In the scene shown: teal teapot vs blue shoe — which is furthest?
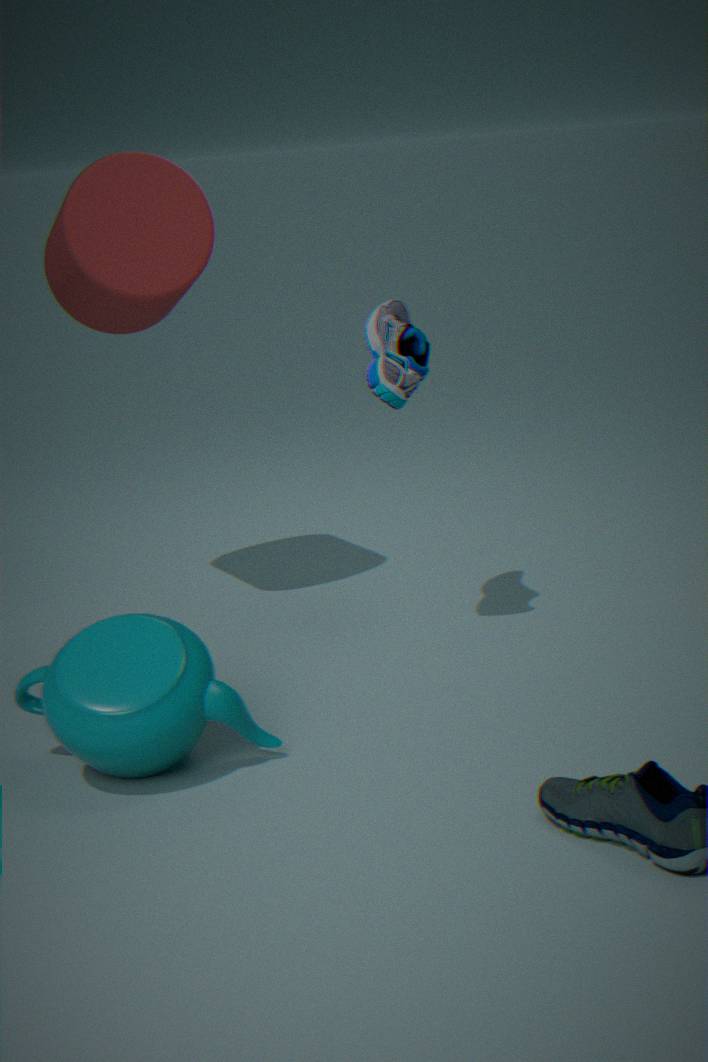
blue shoe
